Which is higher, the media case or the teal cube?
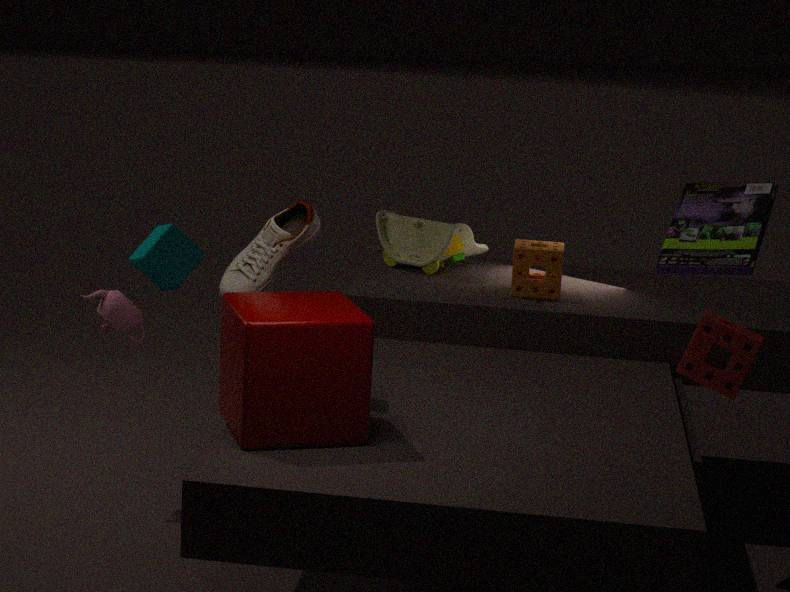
the media case
